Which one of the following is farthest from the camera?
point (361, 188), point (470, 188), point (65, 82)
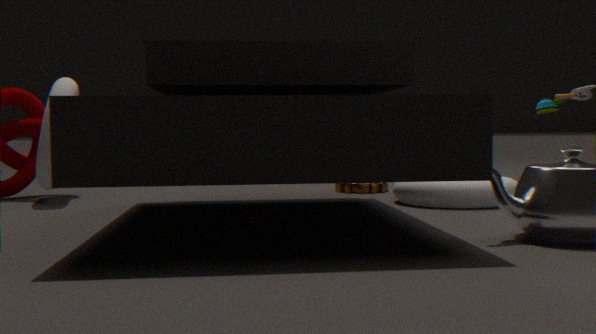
point (361, 188)
